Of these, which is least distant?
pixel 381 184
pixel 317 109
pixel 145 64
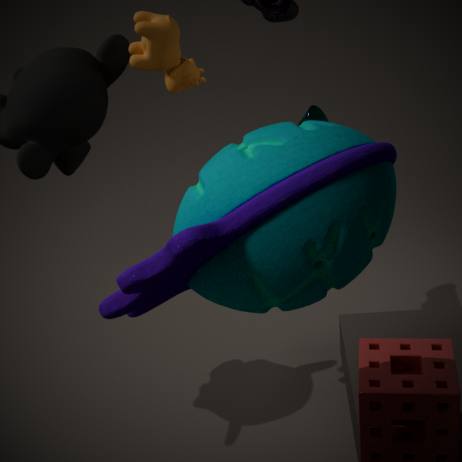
pixel 381 184
